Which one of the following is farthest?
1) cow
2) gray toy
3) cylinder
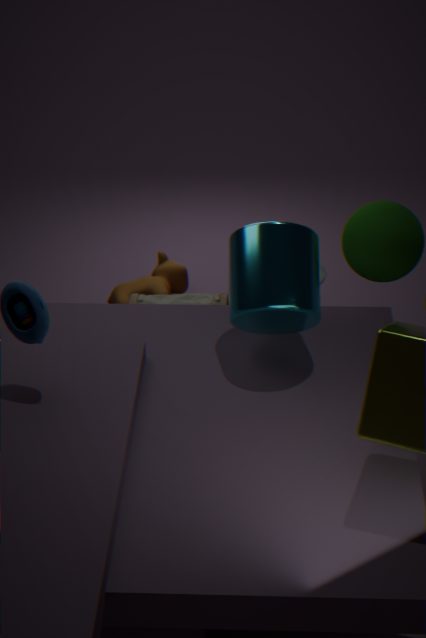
1
